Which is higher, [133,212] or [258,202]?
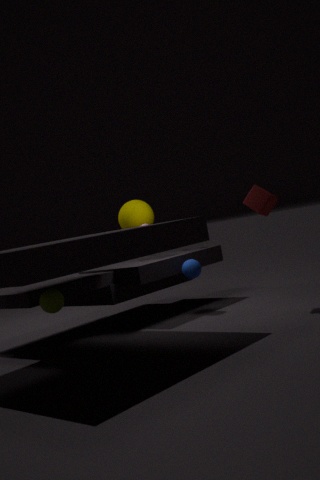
[133,212]
